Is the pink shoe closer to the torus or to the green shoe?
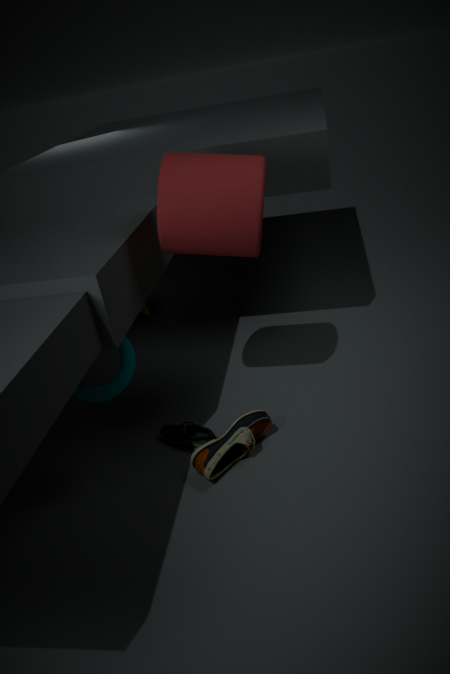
the green shoe
